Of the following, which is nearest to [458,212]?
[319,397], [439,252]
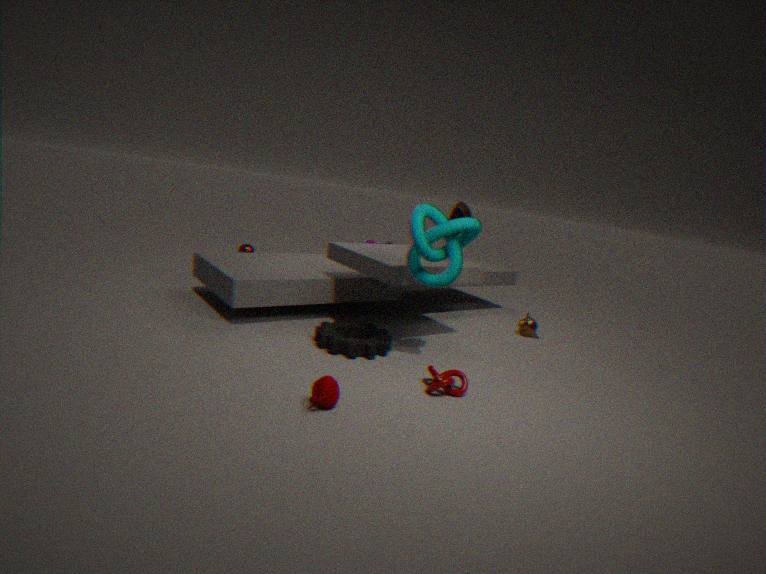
[439,252]
